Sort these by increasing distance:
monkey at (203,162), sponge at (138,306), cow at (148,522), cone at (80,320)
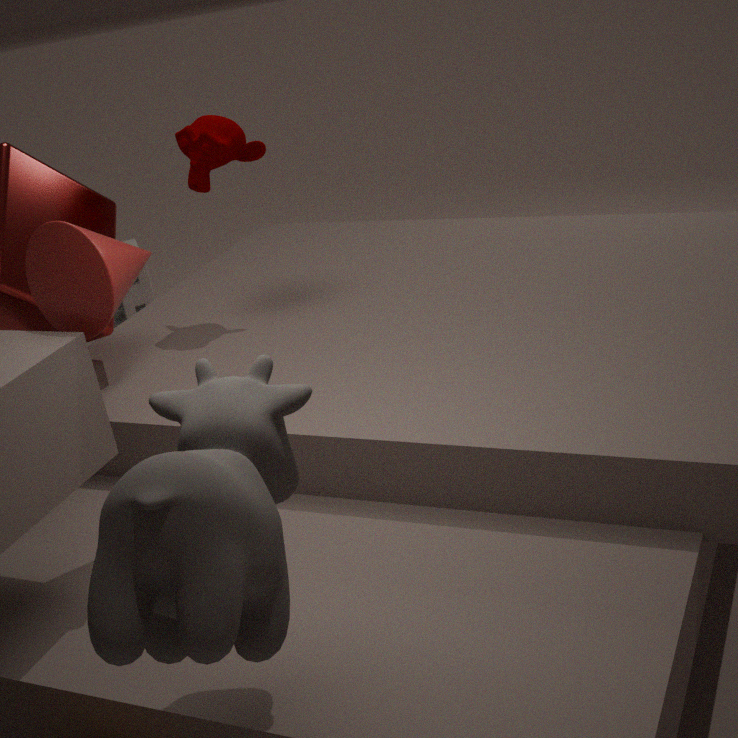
cow at (148,522)
cone at (80,320)
monkey at (203,162)
sponge at (138,306)
